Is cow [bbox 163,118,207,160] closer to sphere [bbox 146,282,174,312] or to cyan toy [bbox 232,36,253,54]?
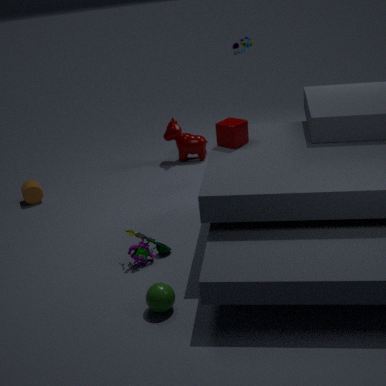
cyan toy [bbox 232,36,253,54]
